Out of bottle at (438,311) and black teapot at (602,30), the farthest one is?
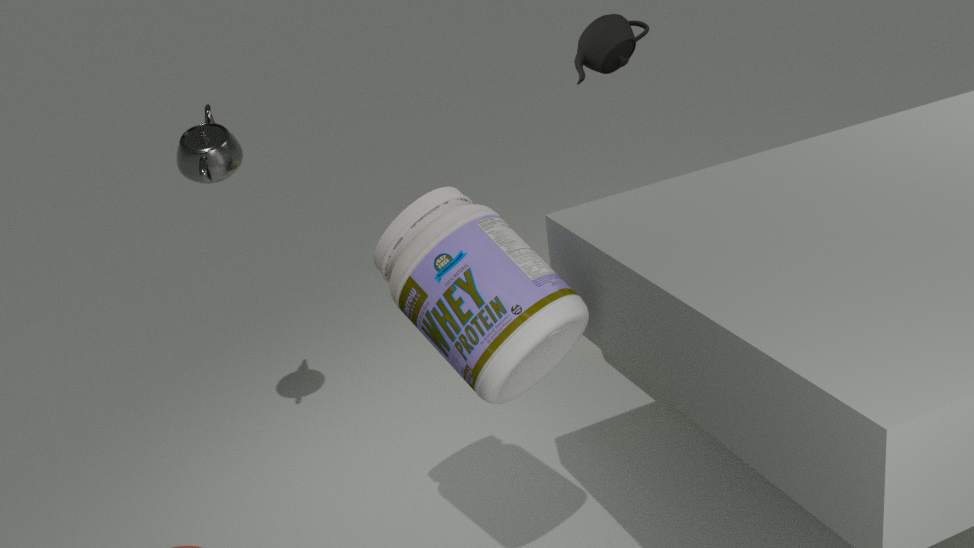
black teapot at (602,30)
